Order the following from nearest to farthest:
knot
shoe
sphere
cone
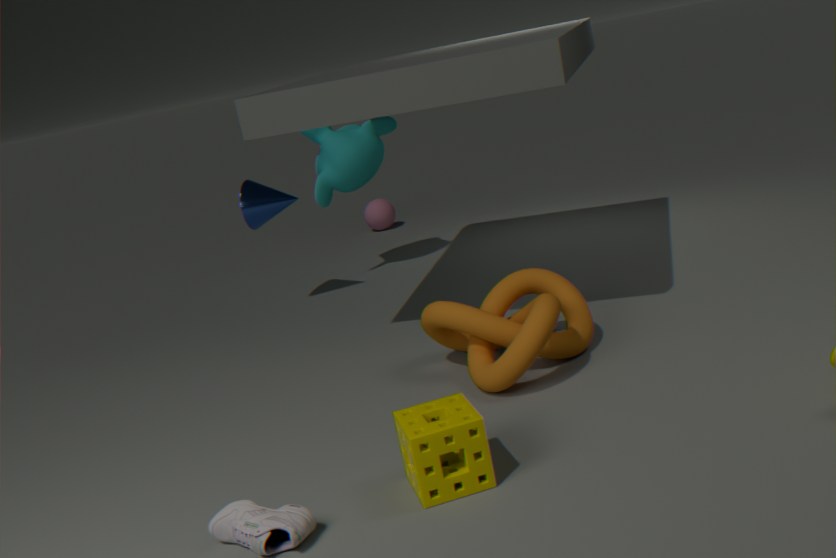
shoe → knot → cone → sphere
